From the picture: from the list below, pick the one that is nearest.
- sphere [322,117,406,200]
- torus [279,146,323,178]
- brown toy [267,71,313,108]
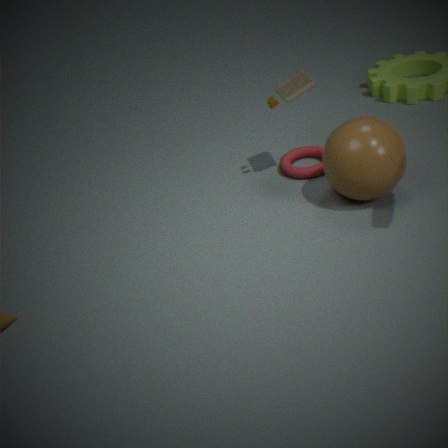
sphere [322,117,406,200]
